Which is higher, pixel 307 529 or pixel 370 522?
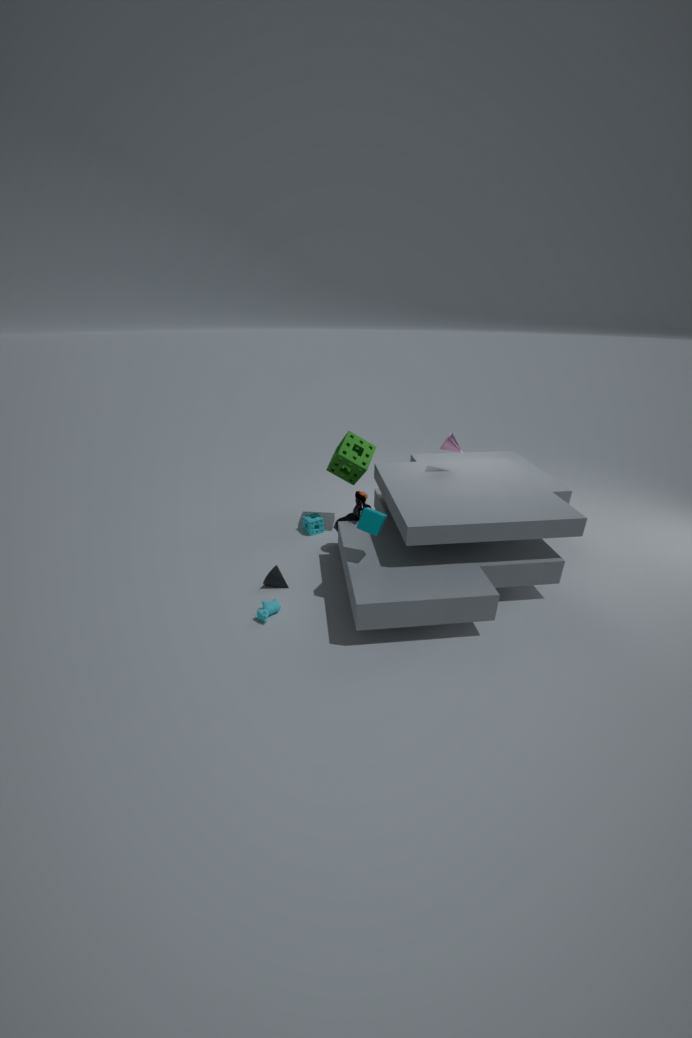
pixel 370 522
